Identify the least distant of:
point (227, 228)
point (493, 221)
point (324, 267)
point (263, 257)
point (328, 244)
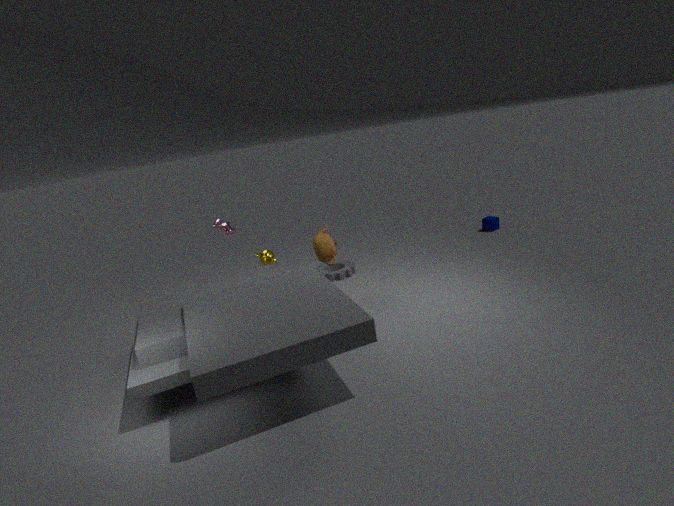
point (263, 257)
